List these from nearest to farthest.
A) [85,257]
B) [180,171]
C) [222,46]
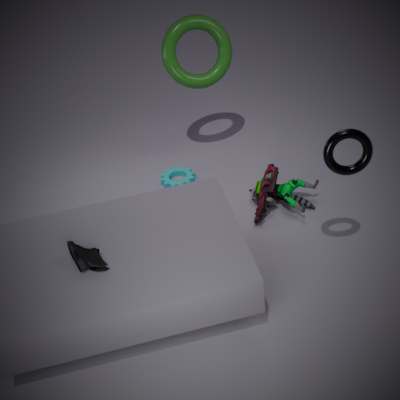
[85,257] → [222,46] → [180,171]
